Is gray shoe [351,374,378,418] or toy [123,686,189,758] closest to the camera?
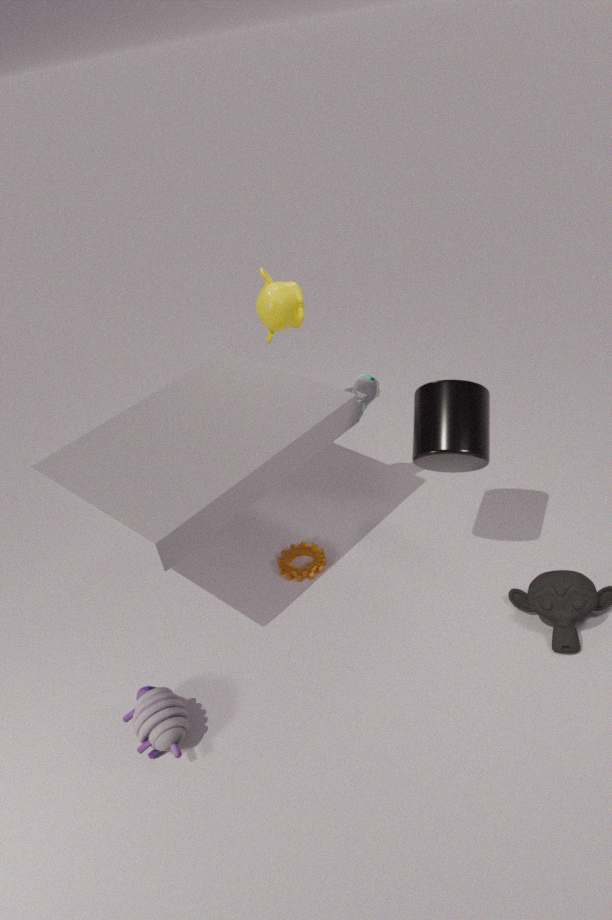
toy [123,686,189,758]
